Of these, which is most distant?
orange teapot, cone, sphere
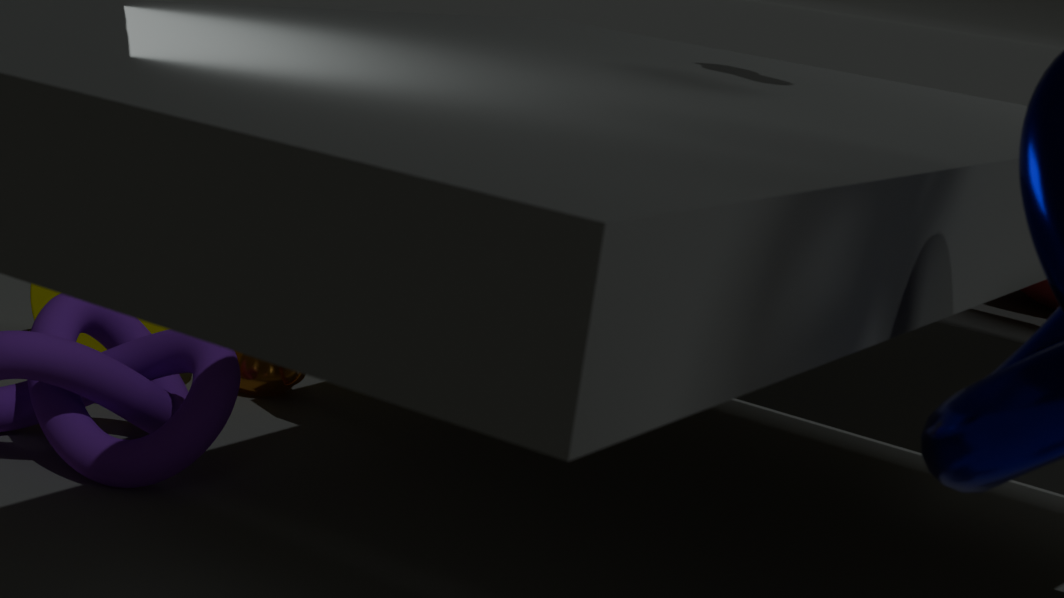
orange teapot
